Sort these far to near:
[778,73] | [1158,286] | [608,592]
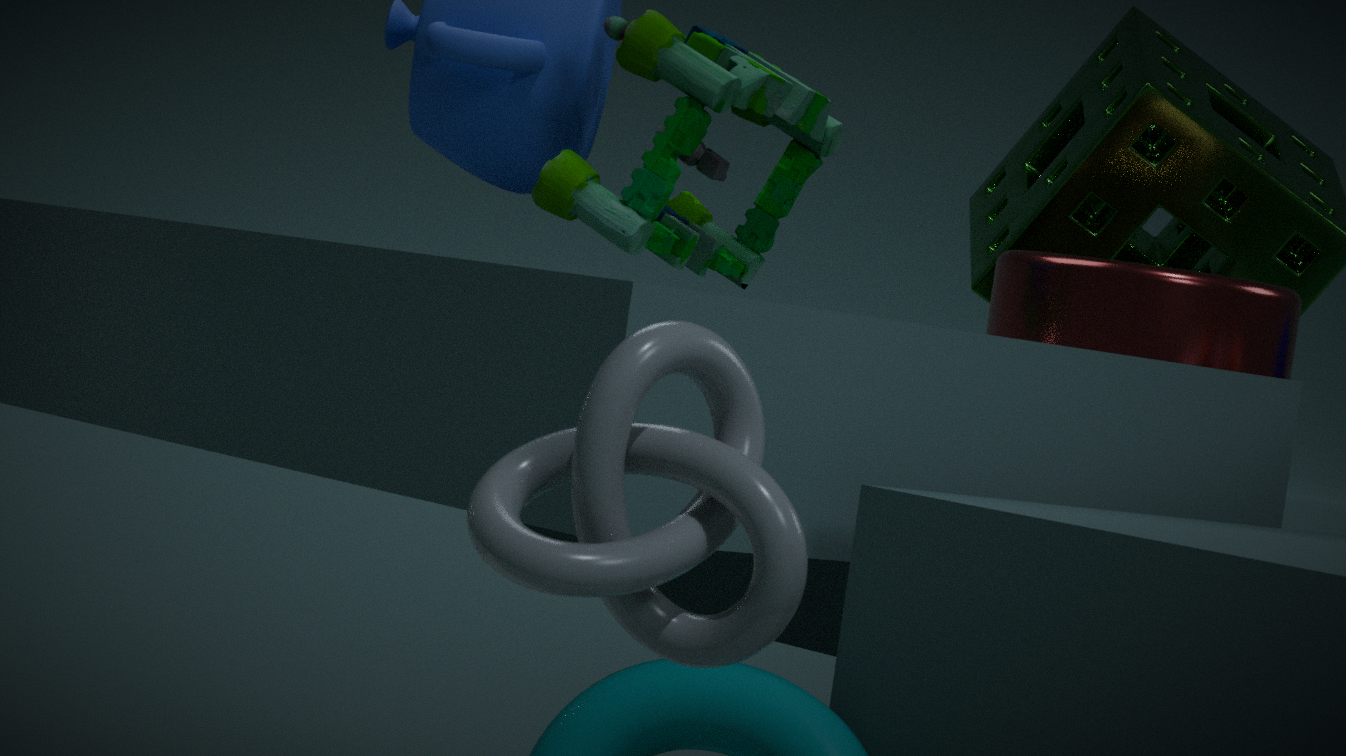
1. [778,73]
2. [1158,286]
3. [608,592]
